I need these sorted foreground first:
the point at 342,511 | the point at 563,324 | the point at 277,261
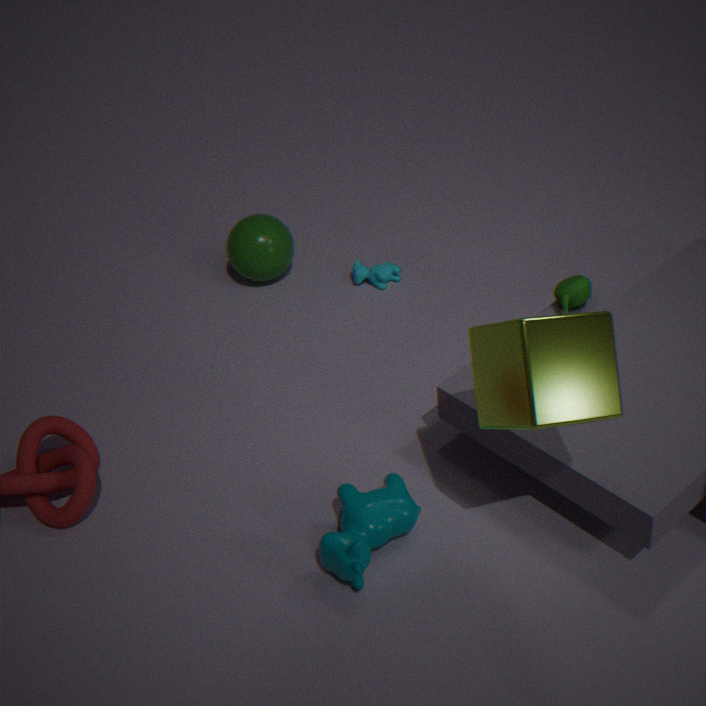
1. the point at 563,324
2. the point at 342,511
3. the point at 277,261
